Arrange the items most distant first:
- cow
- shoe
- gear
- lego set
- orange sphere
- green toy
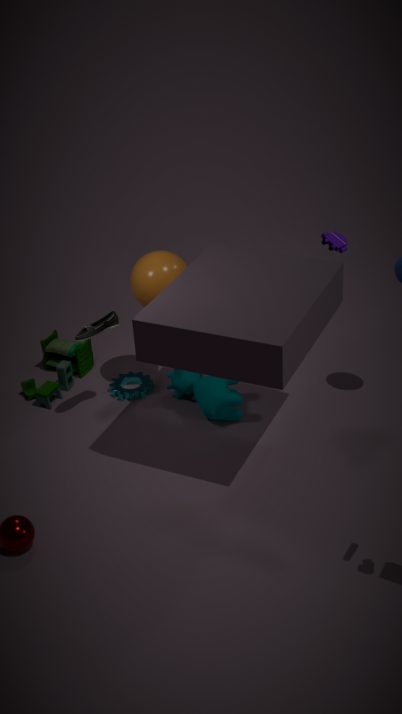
1. gear
2. green toy
3. lego set
4. cow
5. orange sphere
6. shoe
